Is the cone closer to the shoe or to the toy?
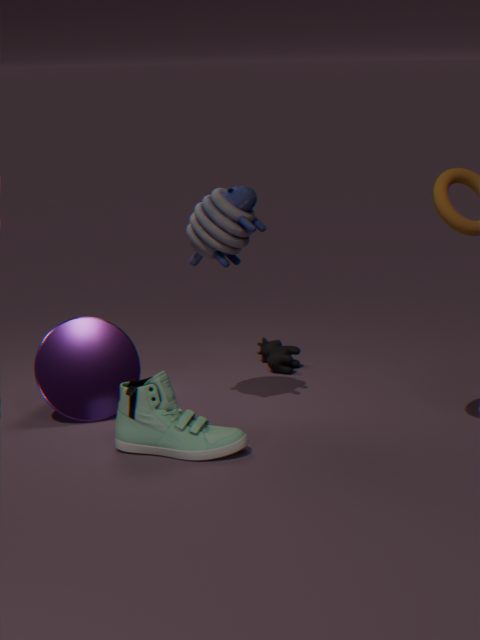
the shoe
